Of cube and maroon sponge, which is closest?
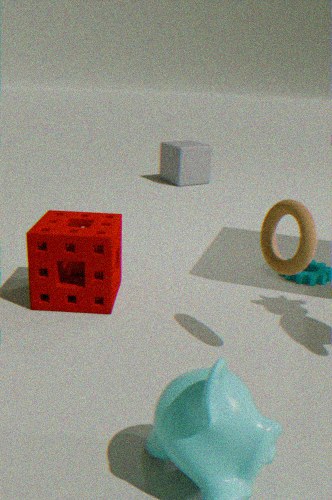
maroon sponge
